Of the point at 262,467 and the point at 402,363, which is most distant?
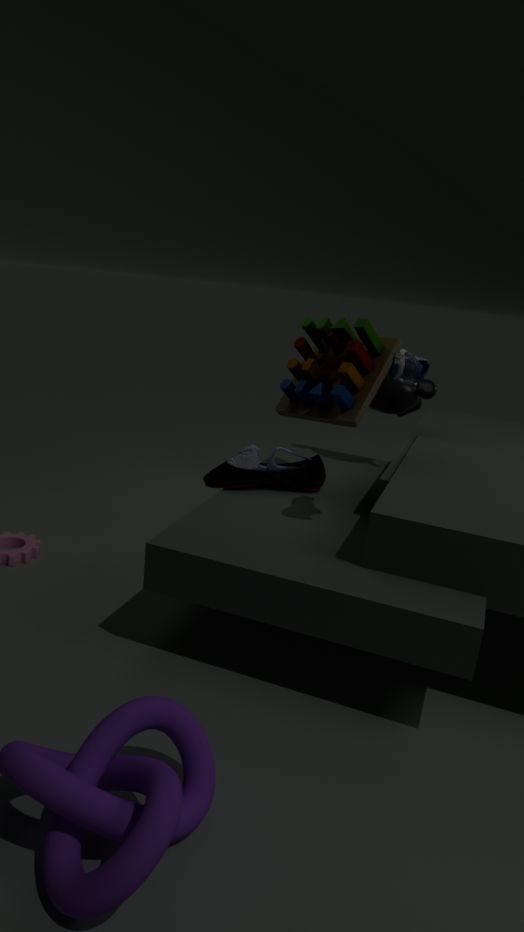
the point at 262,467
